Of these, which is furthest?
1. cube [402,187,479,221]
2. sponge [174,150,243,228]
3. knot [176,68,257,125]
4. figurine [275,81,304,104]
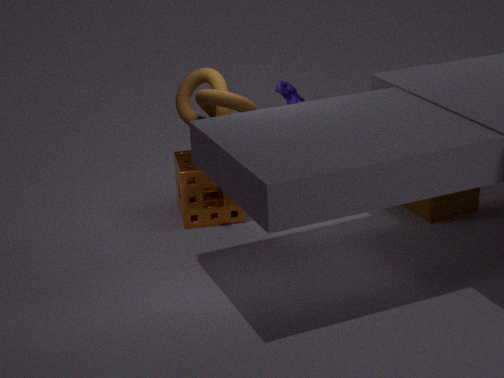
figurine [275,81,304,104]
